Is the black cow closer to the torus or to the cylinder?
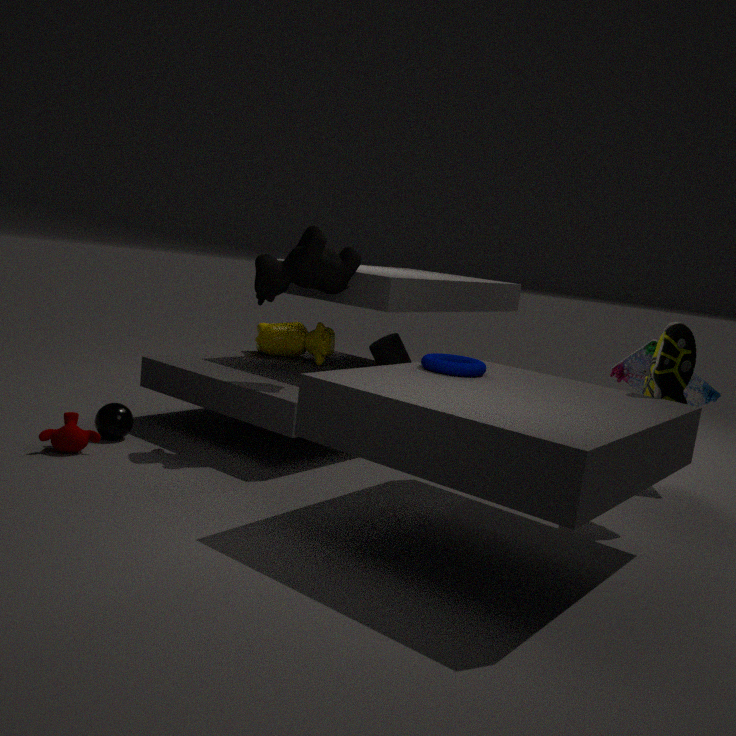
the cylinder
